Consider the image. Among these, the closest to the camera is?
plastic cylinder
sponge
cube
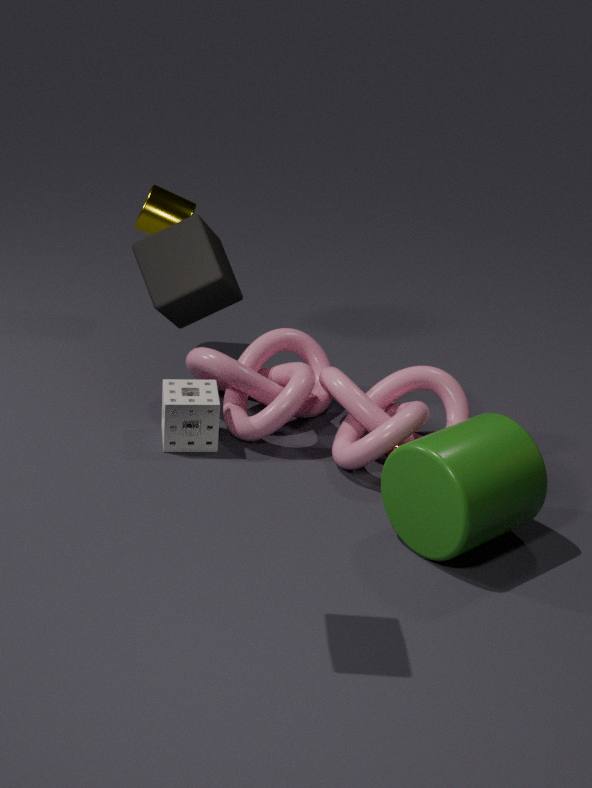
cube
